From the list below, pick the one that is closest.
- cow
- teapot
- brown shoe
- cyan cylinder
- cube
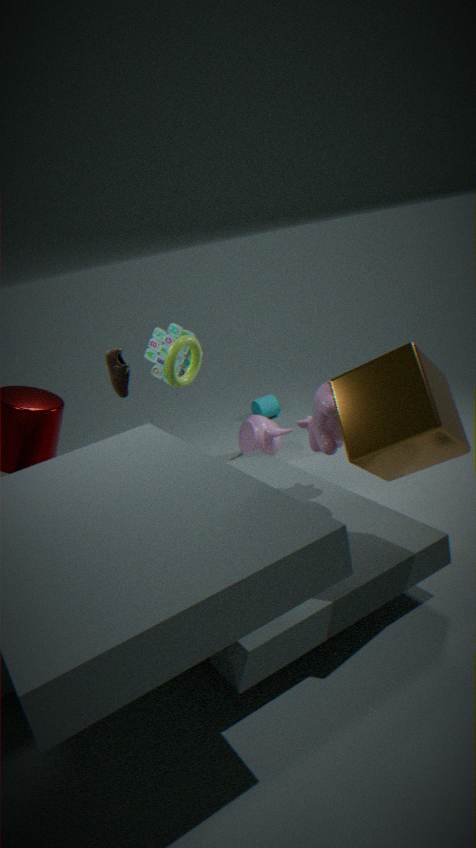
cube
